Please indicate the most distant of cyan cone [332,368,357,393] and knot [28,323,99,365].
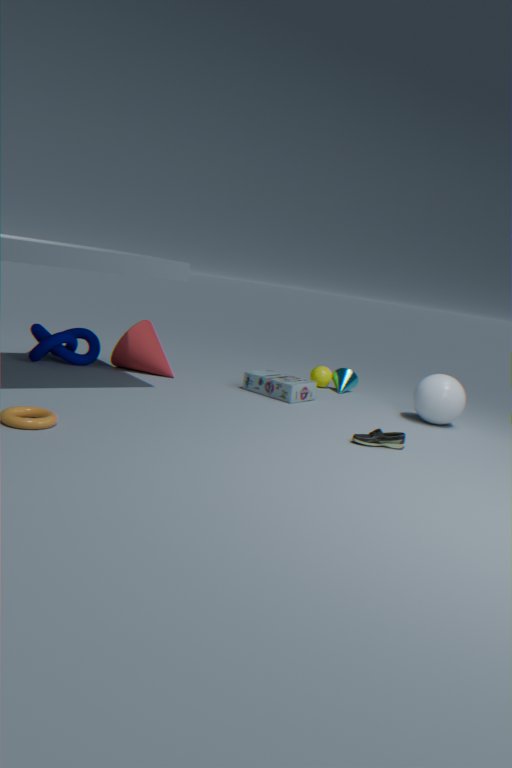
cyan cone [332,368,357,393]
